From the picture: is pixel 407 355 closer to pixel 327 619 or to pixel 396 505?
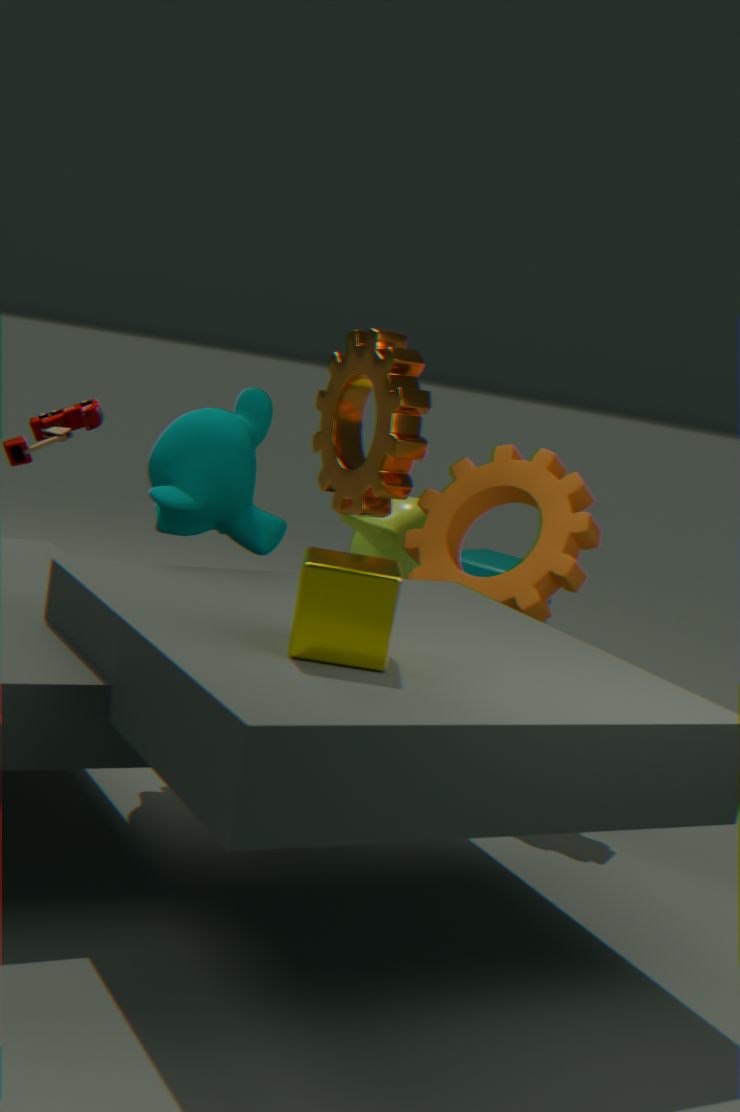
pixel 396 505
